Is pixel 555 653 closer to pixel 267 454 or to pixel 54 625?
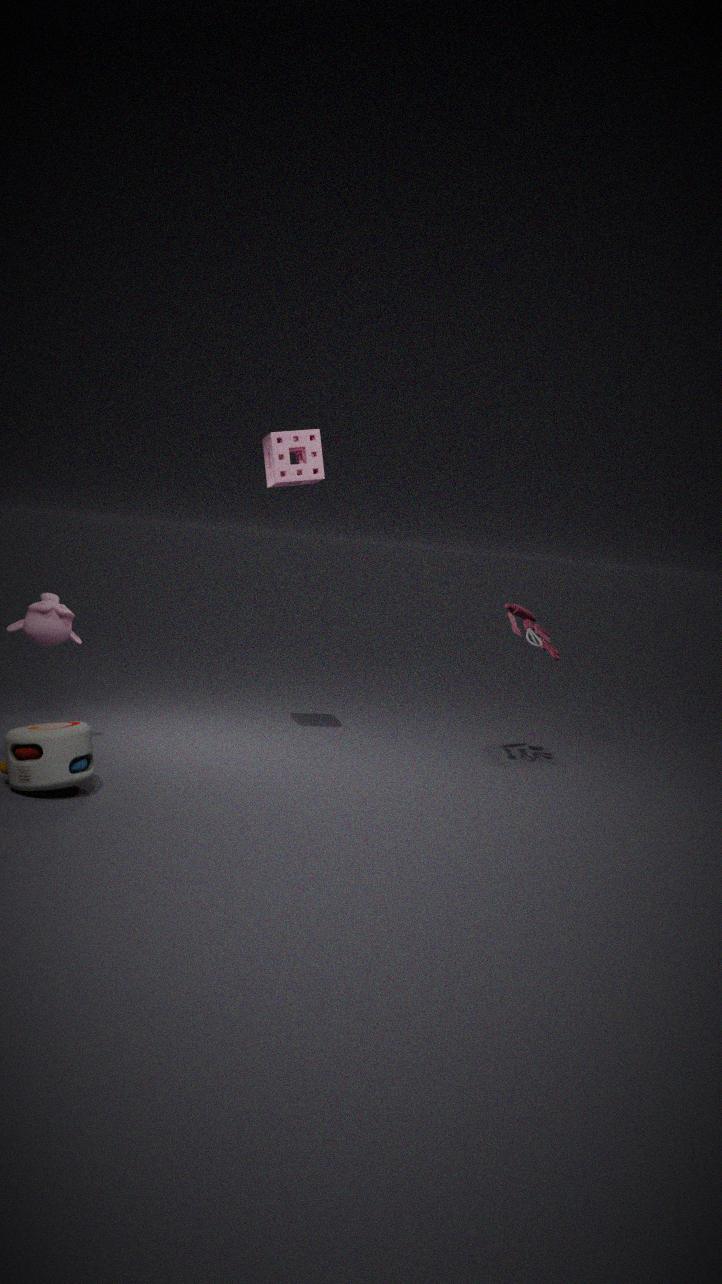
pixel 267 454
